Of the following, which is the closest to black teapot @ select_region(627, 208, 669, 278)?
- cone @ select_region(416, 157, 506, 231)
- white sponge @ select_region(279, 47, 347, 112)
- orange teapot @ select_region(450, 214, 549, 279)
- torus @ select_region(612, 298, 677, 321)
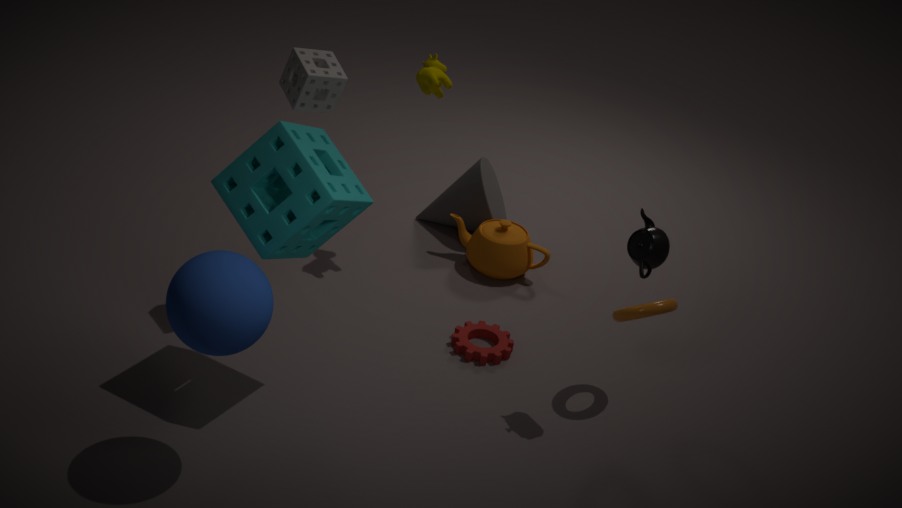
torus @ select_region(612, 298, 677, 321)
